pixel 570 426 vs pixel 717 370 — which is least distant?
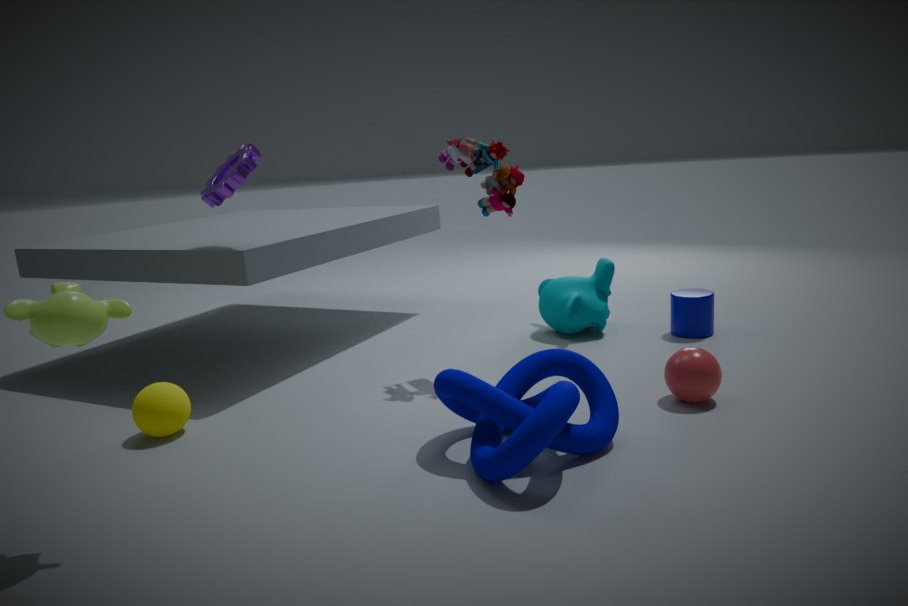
pixel 570 426
